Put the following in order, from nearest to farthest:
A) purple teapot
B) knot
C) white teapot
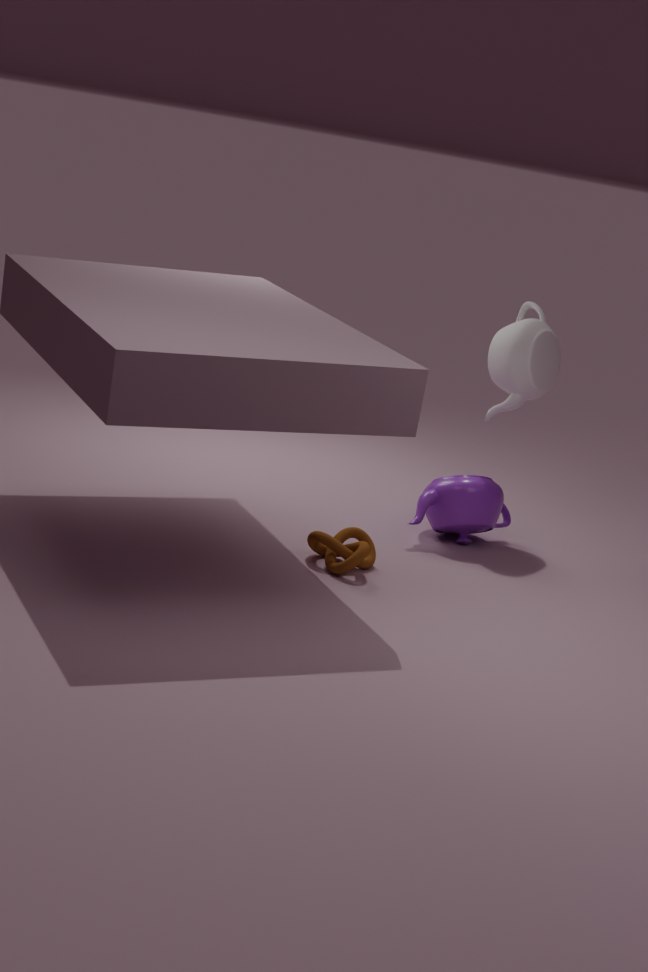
knot, purple teapot, white teapot
